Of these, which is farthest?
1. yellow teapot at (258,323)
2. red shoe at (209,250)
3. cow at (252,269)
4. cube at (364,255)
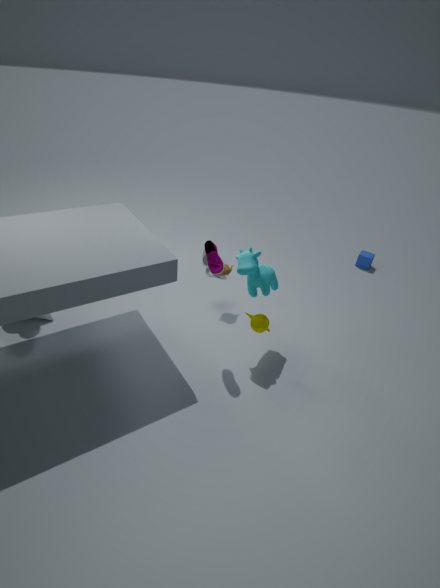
cube at (364,255)
